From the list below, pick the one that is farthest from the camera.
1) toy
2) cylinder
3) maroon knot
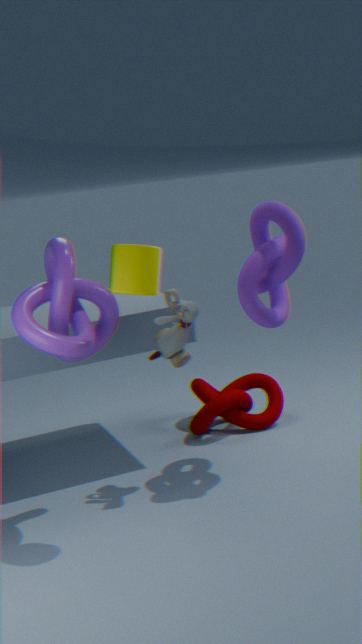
3. maroon knot
